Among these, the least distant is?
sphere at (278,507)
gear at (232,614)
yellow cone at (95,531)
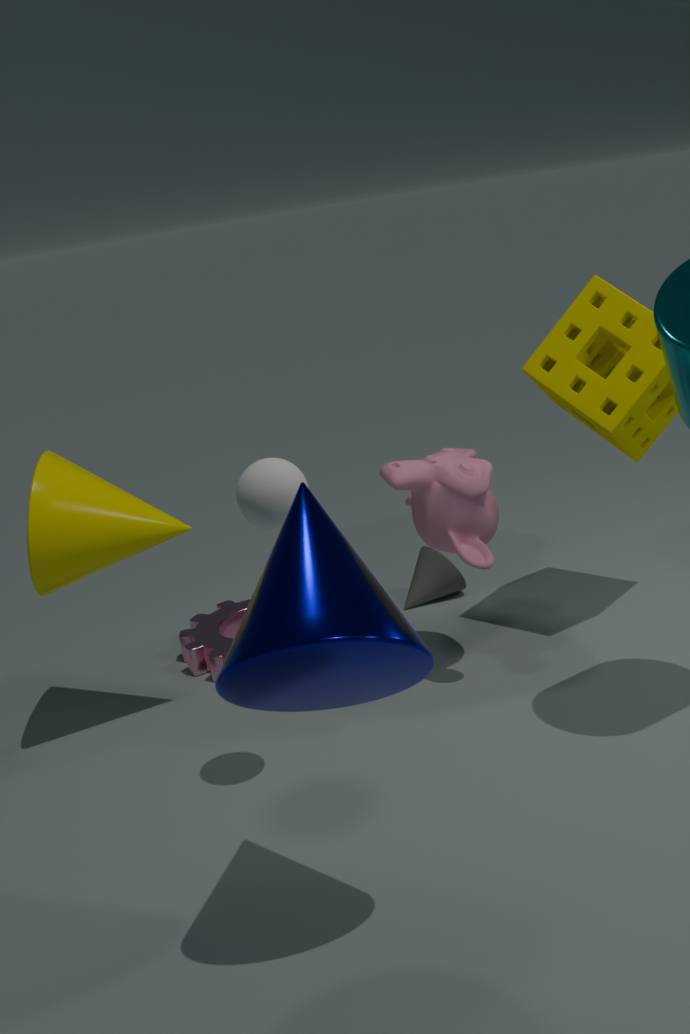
sphere at (278,507)
